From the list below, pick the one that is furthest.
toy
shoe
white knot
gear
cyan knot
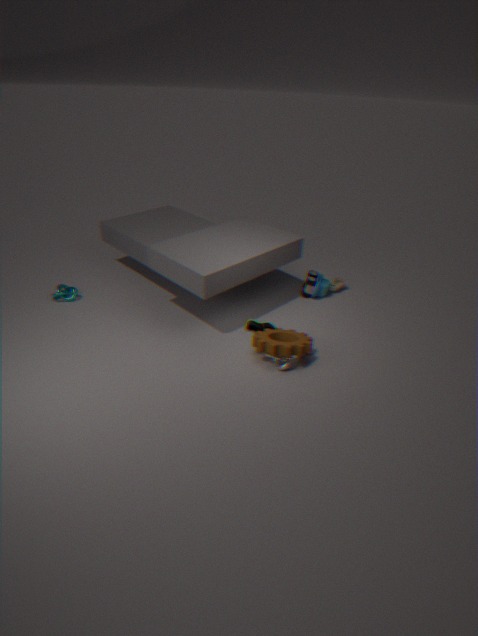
toy
